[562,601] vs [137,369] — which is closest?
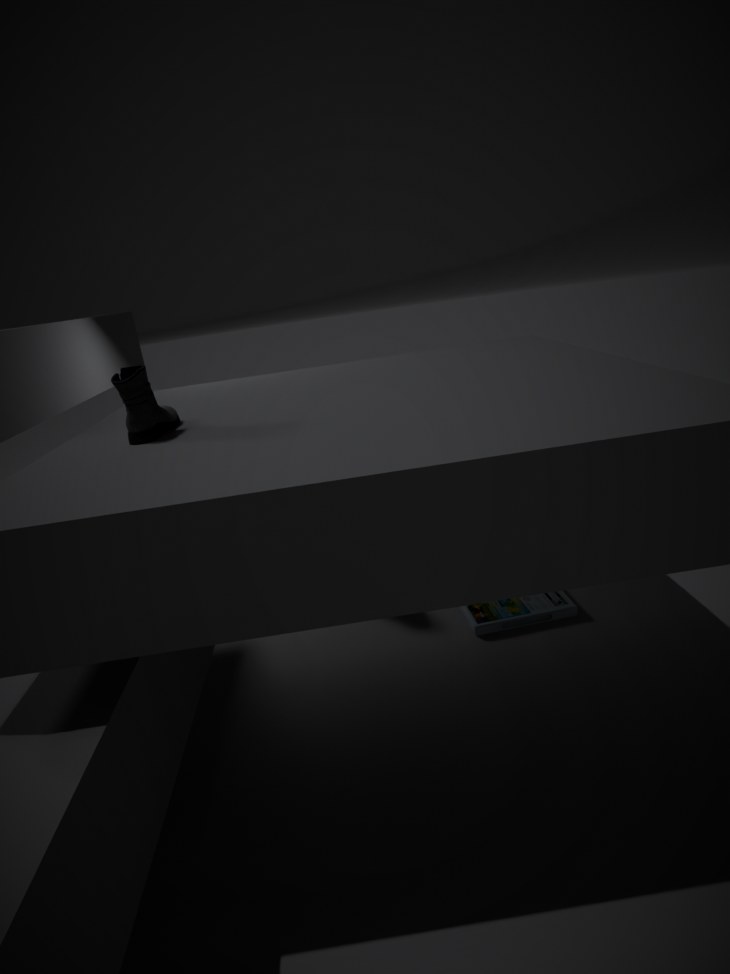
[137,369]
